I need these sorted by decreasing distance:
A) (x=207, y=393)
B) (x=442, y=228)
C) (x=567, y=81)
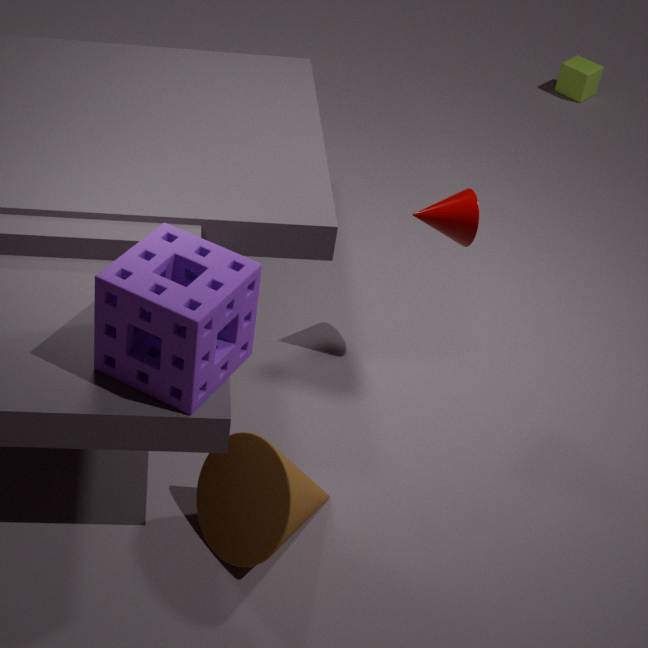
1. (x=567, y=81)
2. (x=442, y=228)
3. (x=207, y=393)
